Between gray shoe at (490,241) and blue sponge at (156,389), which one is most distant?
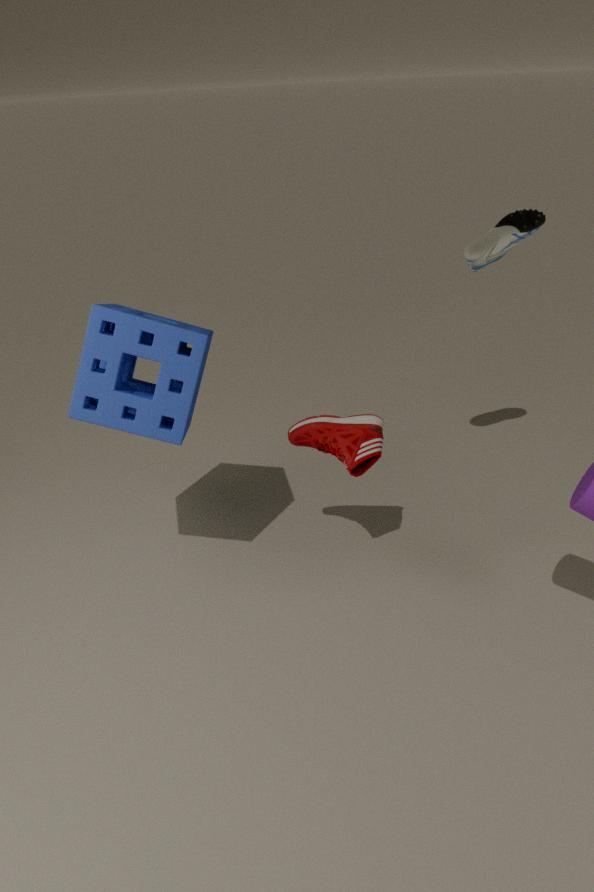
gray shoe at (490,241)
